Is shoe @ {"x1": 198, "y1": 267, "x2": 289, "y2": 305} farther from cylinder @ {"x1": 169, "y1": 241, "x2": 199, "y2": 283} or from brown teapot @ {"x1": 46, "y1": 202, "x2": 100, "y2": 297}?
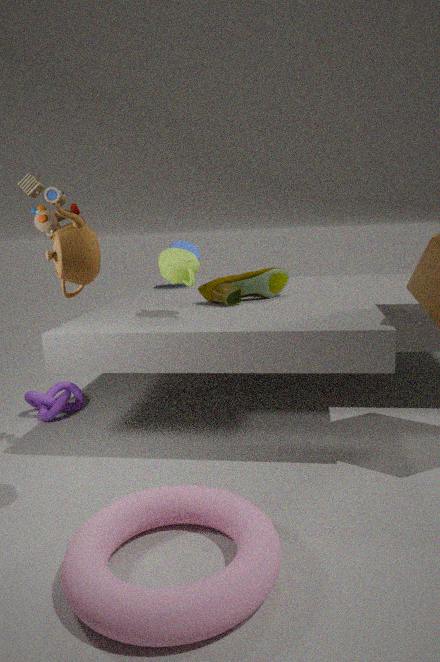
brown teapot @ {"x1": 46, "y1": 202, "x2": 100, "y2": 297}
